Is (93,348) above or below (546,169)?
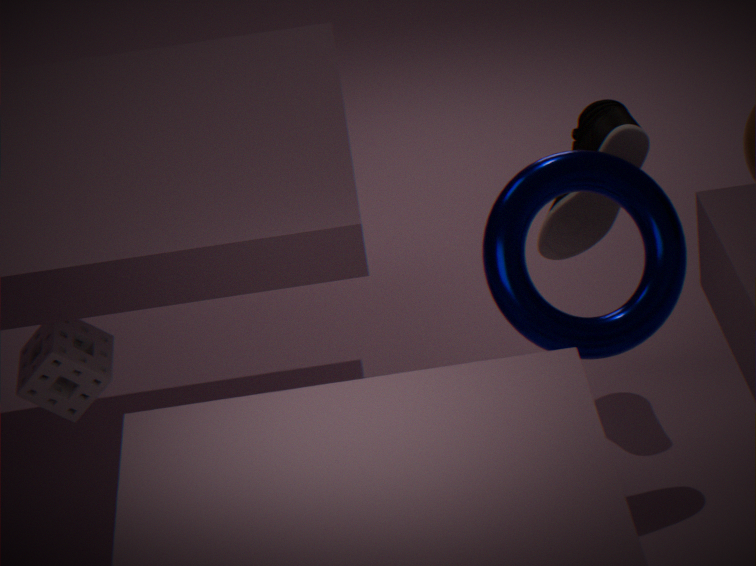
below
